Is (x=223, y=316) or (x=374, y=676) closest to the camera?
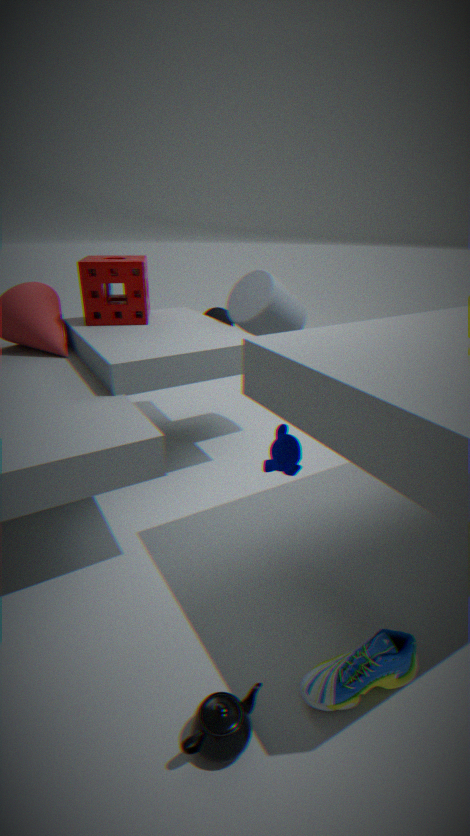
(x=374, y=676)
